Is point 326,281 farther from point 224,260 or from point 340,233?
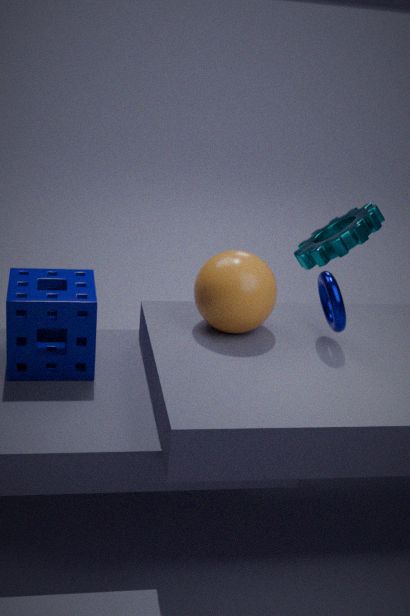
point 340,233
